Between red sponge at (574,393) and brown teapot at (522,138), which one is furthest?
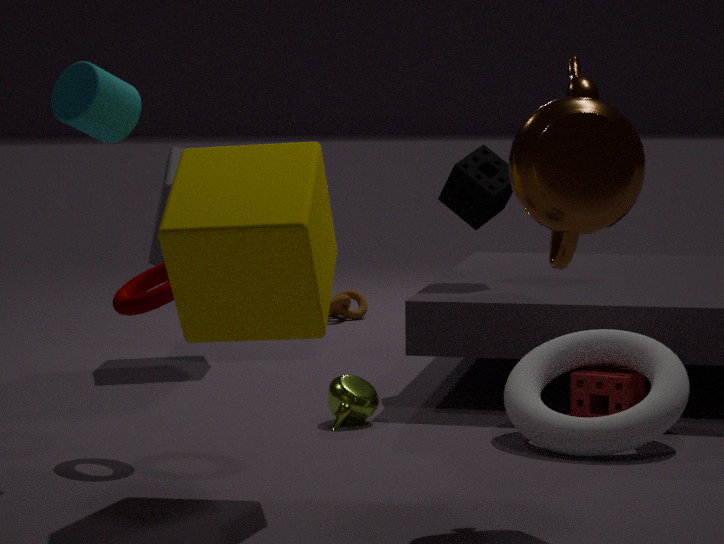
red sponge at (574,393)
